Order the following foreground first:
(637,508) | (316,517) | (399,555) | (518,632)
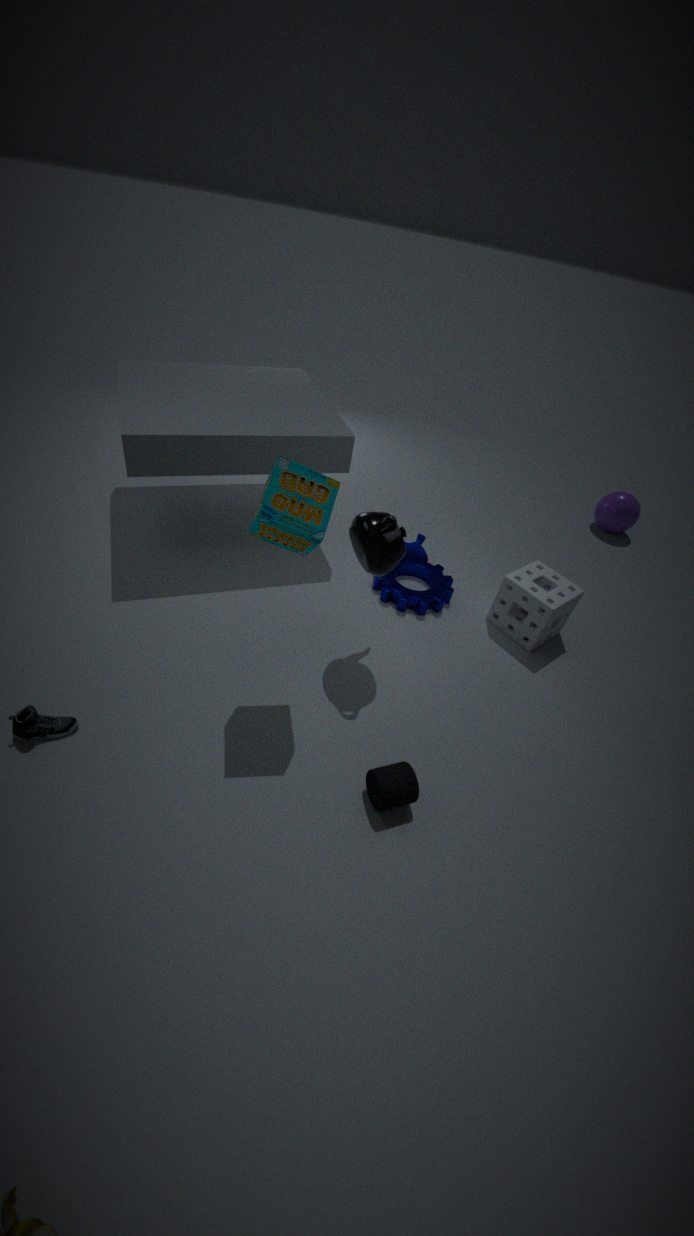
(316,517), (399,555), (518,632), (637,508)
